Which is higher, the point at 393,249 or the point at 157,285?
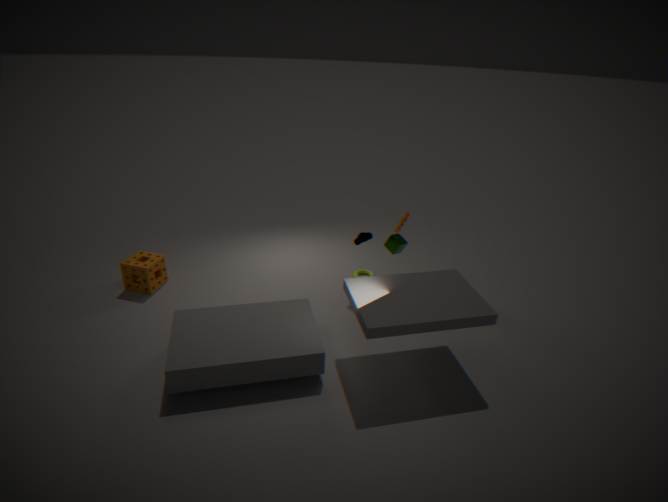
the point at 393,249
